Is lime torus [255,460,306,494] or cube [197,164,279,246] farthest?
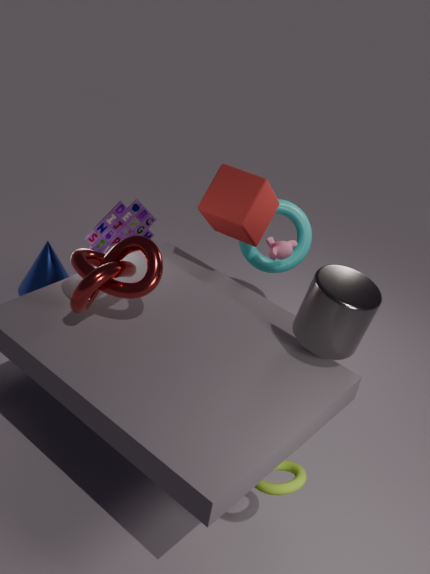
cube [197,164,279,246]
